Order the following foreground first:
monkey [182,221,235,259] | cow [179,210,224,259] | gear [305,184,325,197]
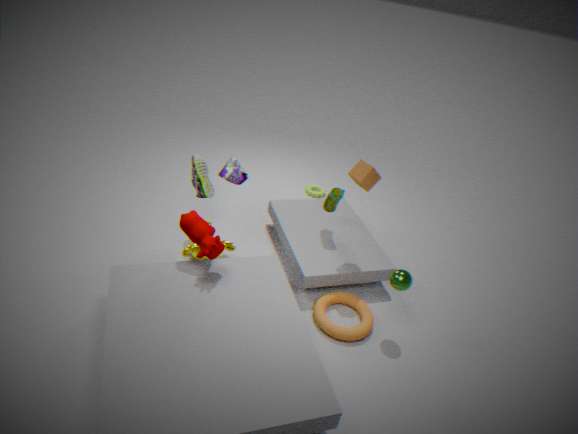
cow [179,210,224,259], monkey [182,221,235,259], gear [305,184,325,197]
